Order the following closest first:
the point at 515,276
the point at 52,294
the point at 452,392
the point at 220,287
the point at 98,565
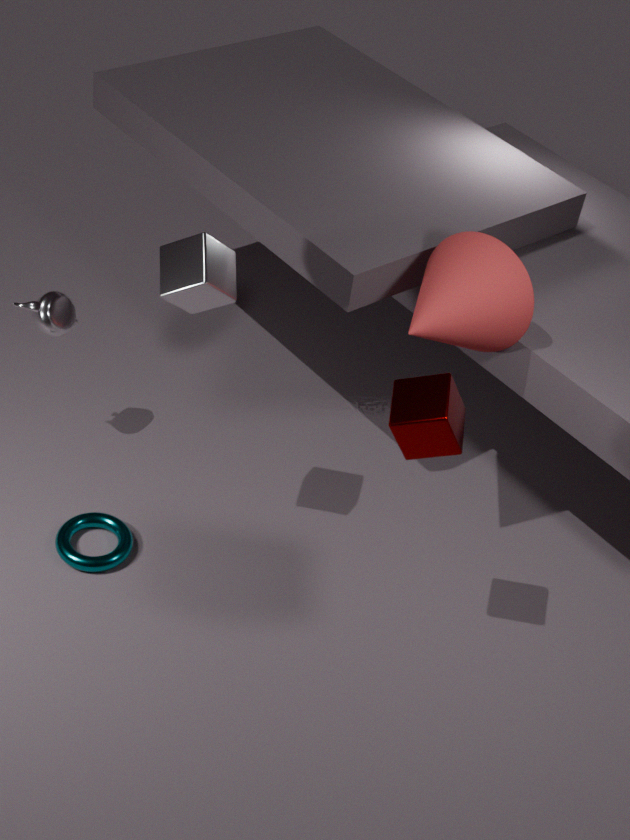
the point at 452,392 < the point at 220,287 < the point at 515,276 < the point at 98,565 < the point at 52,294
